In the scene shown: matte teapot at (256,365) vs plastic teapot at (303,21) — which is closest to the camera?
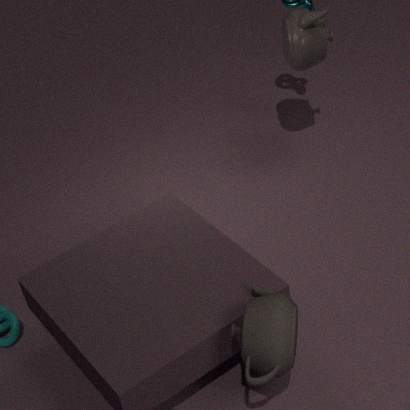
matte teapot at (256,365)
